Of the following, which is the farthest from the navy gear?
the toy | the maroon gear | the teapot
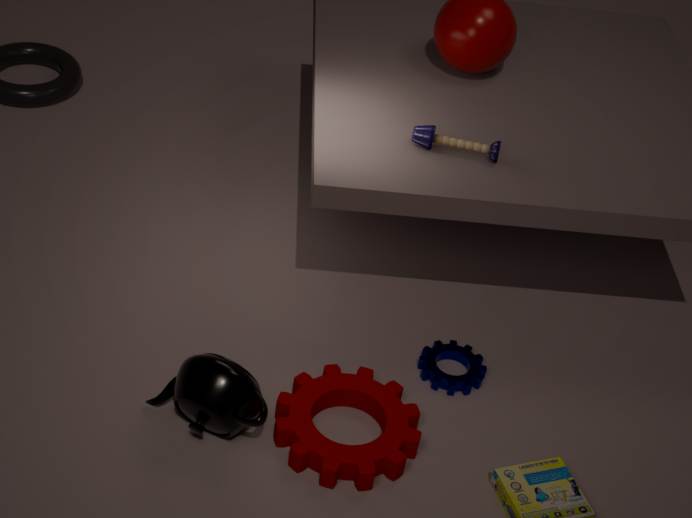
the toy
